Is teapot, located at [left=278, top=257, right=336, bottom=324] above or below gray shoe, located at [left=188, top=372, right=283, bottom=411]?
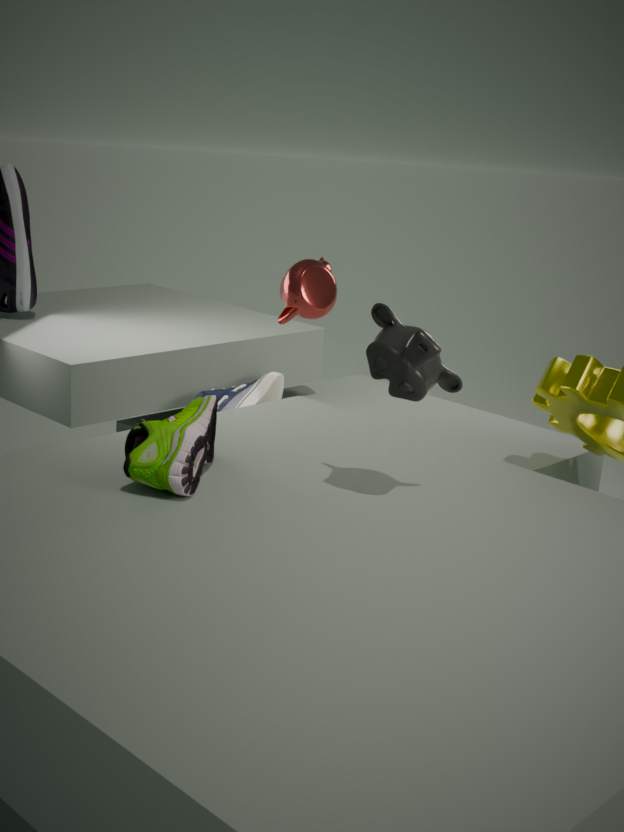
above
